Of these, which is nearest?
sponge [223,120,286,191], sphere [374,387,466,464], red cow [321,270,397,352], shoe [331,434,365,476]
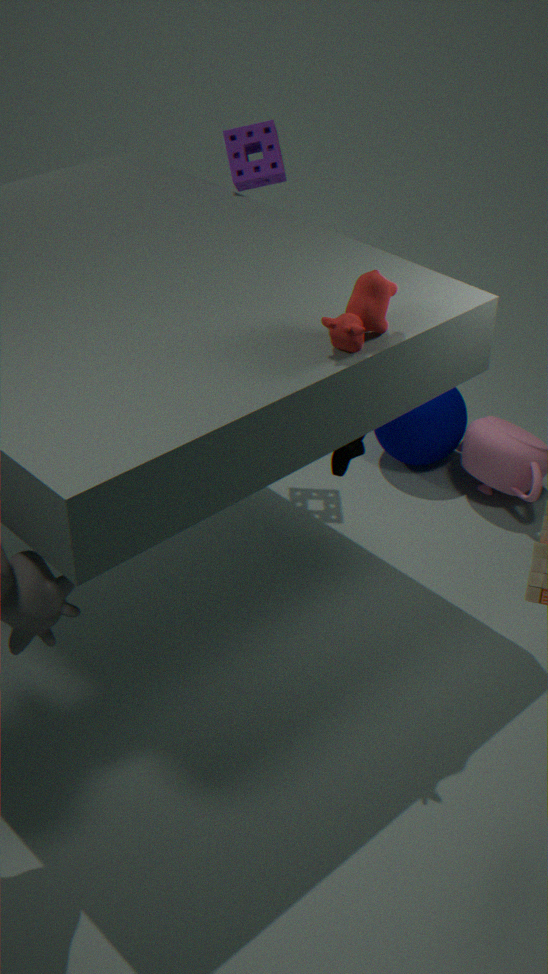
red cow [321,270,397,352]
